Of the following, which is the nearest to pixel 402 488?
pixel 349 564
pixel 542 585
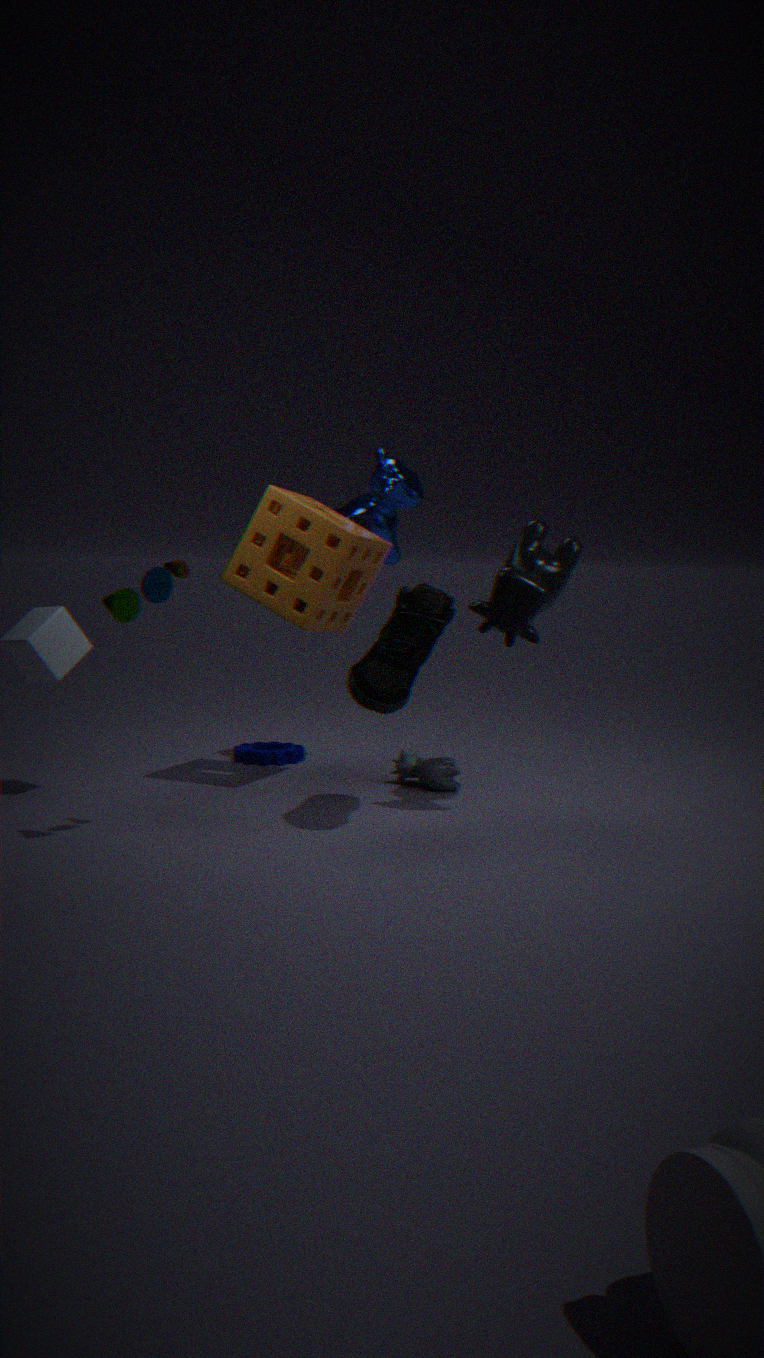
pixel 349 564
